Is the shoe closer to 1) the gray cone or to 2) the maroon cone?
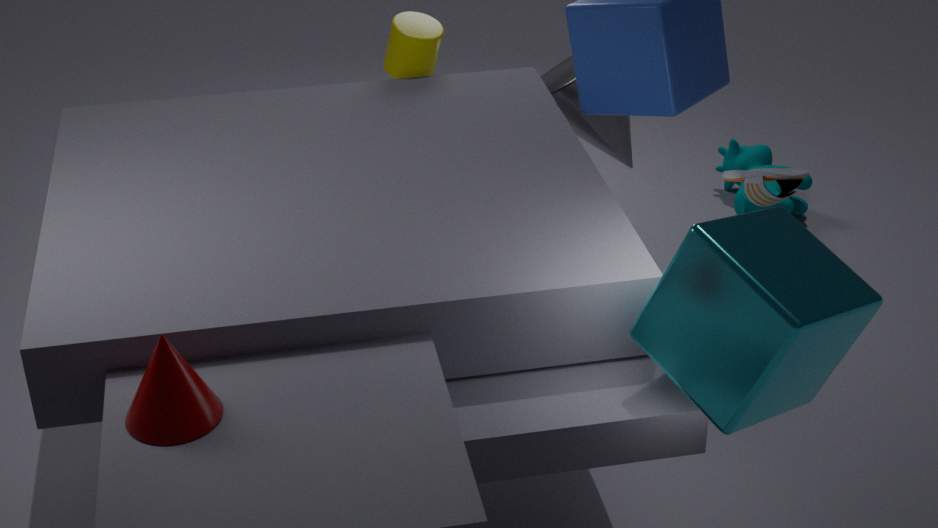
1) the gray cone
